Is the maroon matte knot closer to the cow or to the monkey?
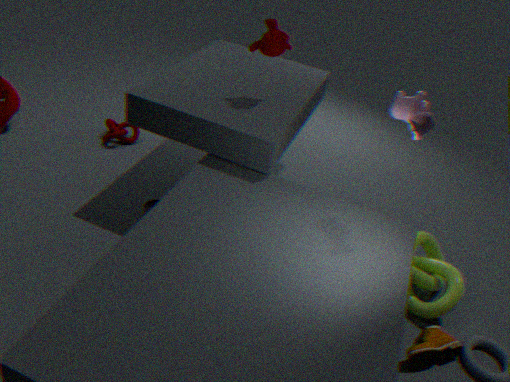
the monkey
